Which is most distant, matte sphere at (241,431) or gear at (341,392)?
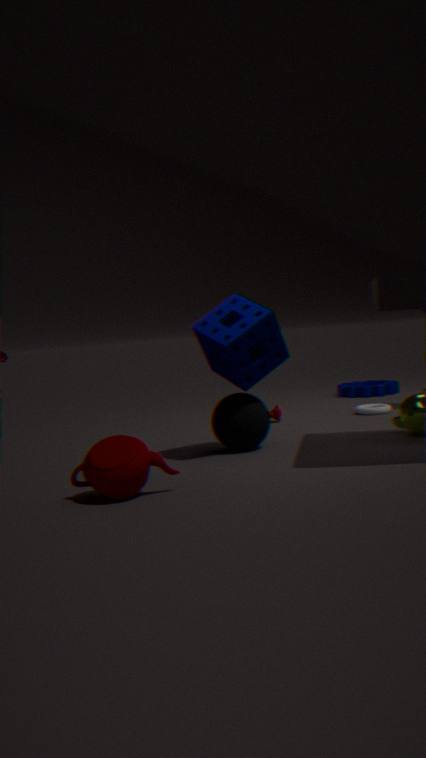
gear at (341,392)
